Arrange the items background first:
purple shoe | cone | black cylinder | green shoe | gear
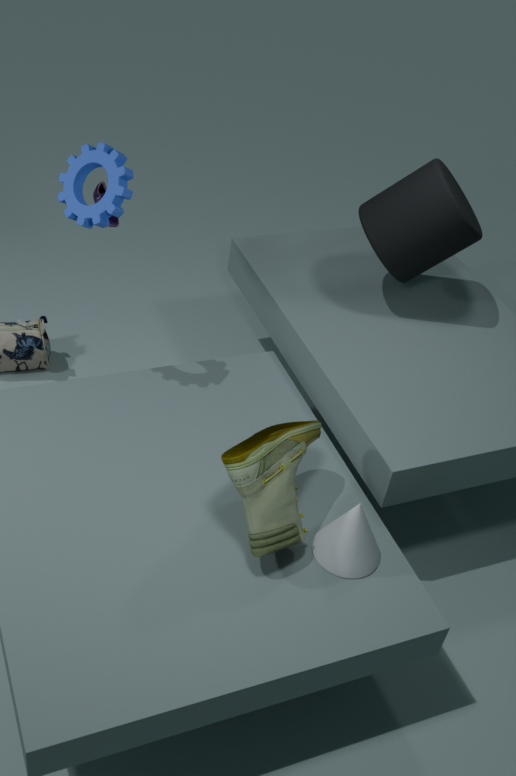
black cylinder
purple shoe
gear
cone
green shoe
